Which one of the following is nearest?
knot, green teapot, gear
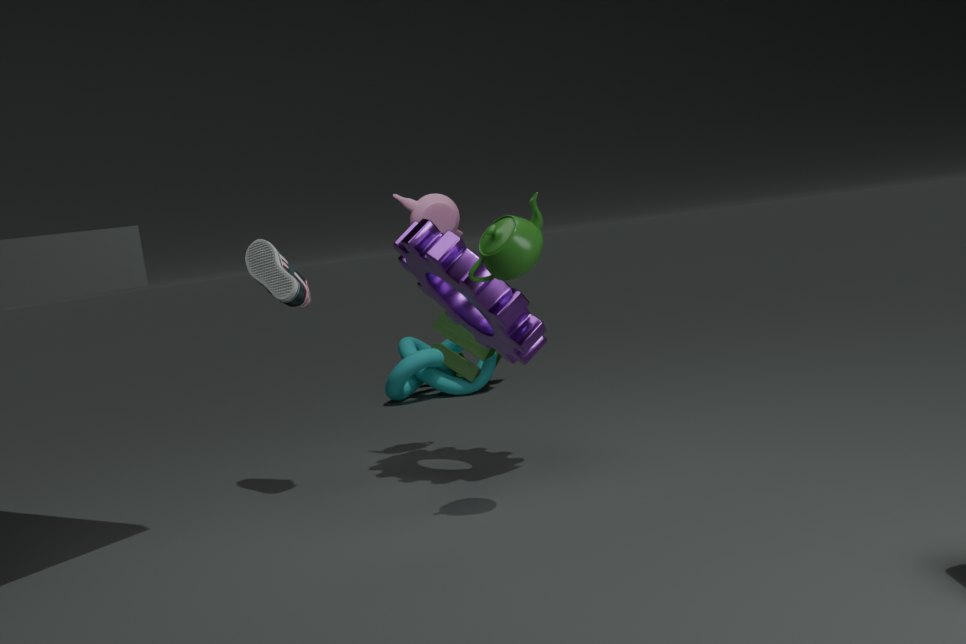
green teapot
